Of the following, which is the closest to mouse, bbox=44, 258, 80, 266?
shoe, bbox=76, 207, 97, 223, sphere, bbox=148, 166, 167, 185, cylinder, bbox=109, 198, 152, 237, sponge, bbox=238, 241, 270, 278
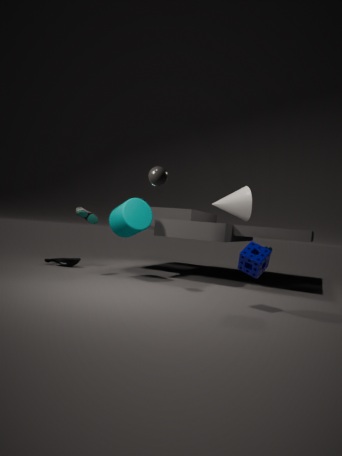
shoe, bbox=76, 207, 97, 223
